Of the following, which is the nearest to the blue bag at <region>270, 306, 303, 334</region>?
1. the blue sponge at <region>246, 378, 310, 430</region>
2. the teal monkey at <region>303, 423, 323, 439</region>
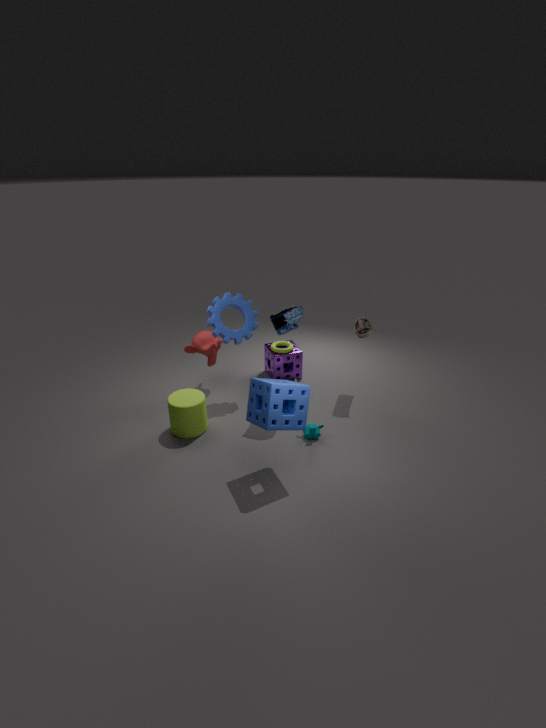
the blue sponge at <region>246, 378, 310, 430</region>
